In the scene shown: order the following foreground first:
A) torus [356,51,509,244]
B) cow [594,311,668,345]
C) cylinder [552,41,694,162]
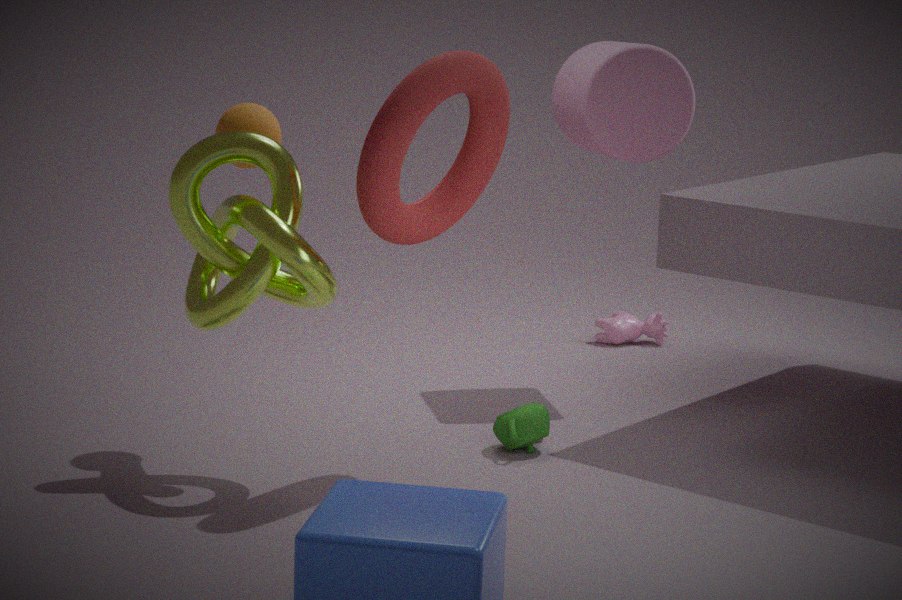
1. torus [356,51,509,244]
2. cylinder [552,41,694,162]
3. cow [594,311,668,345]
